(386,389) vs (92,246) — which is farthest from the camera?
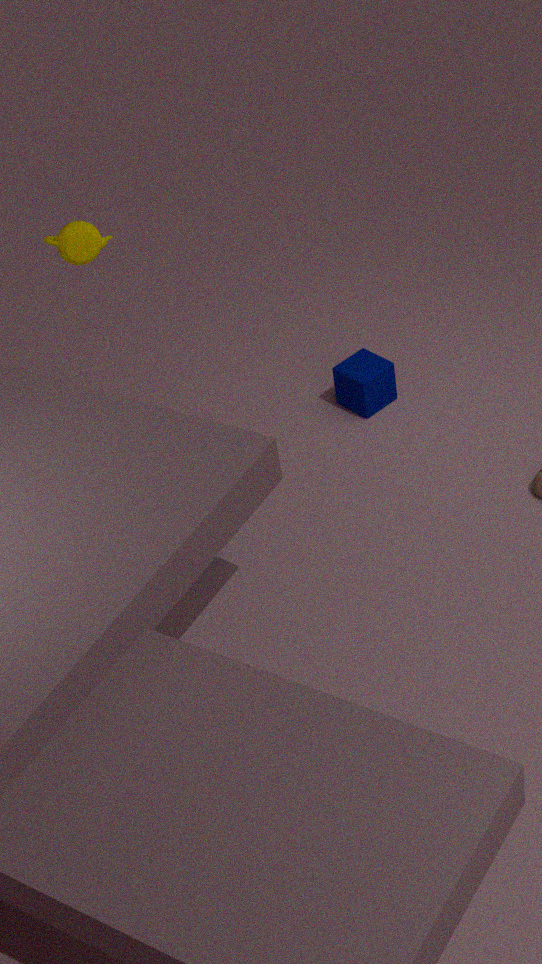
(386,389)
